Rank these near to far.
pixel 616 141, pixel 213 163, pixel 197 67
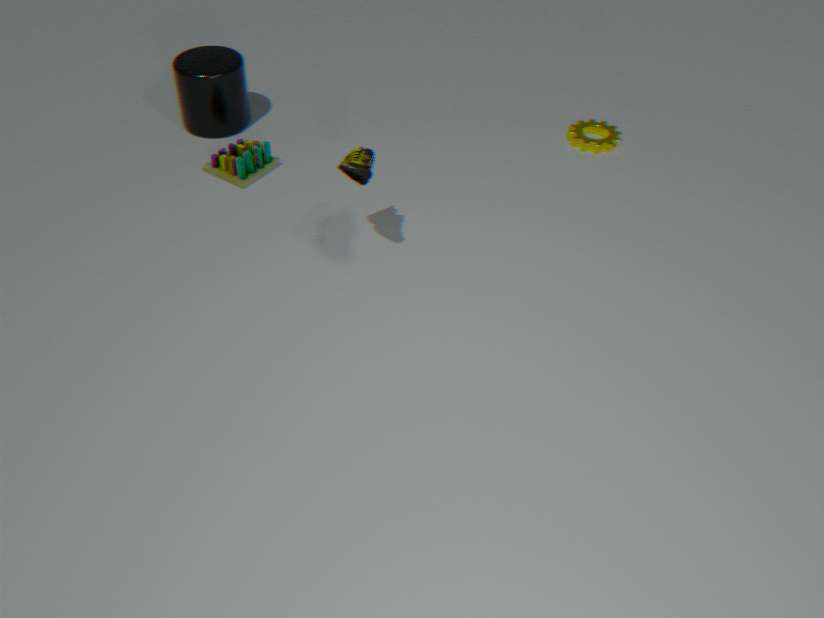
pixel 213 163 < pixel 197 67 < pixel 616 141
